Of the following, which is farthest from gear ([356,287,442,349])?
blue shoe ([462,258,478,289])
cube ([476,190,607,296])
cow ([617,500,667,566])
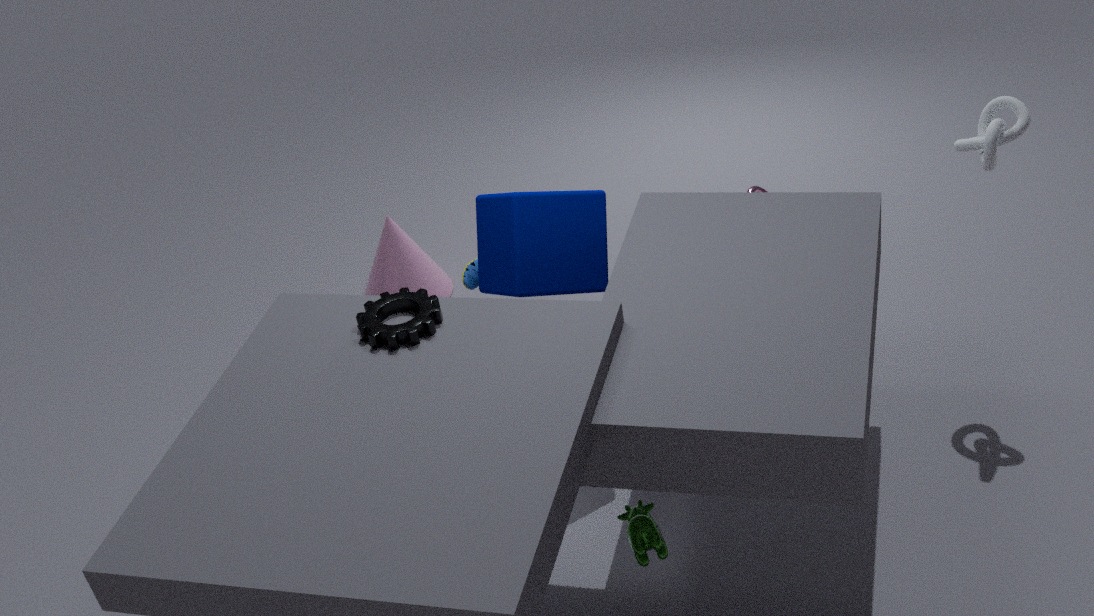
cow ([617,500,667,566])
